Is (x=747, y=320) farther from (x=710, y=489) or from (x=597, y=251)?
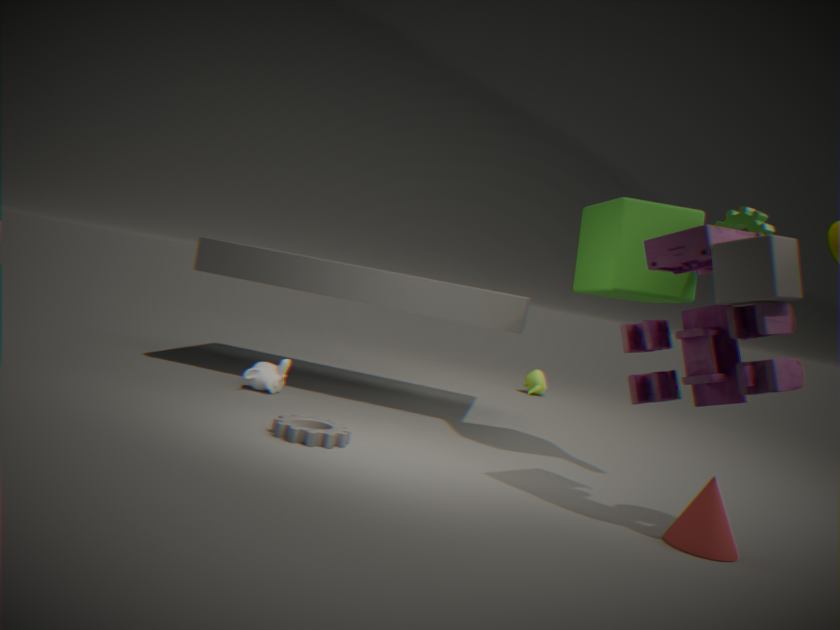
(x=597, y=251)
